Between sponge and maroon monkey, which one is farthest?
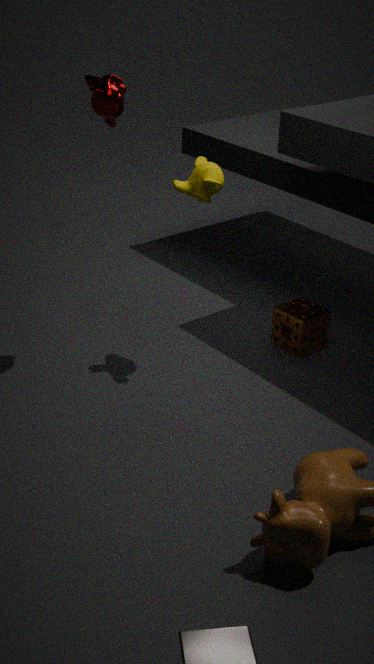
sponge
